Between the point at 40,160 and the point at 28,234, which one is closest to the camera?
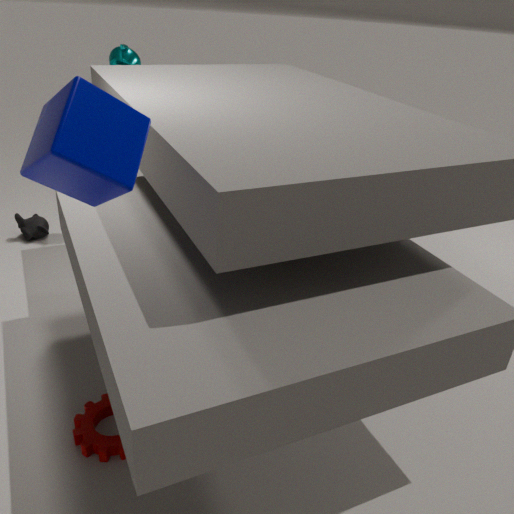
the point at 40,160
